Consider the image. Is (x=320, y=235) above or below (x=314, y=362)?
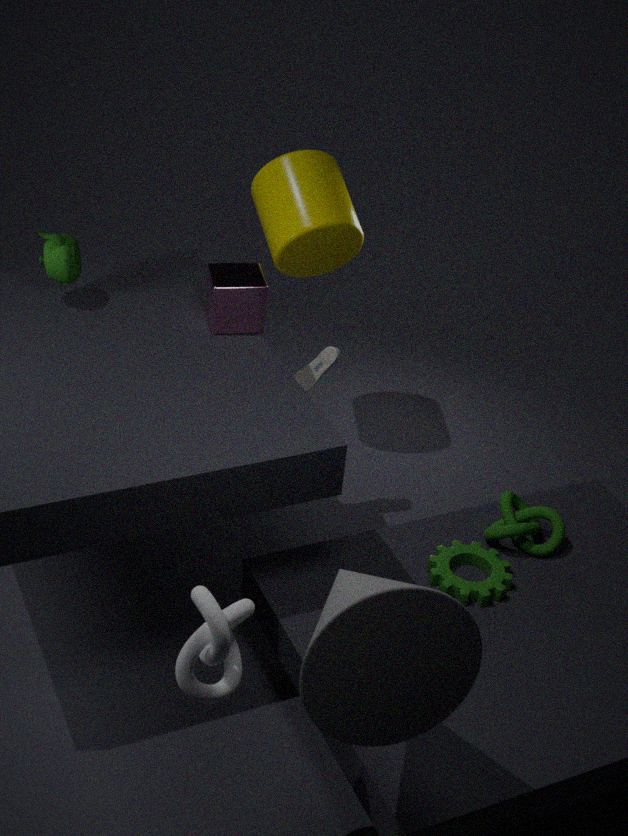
above
